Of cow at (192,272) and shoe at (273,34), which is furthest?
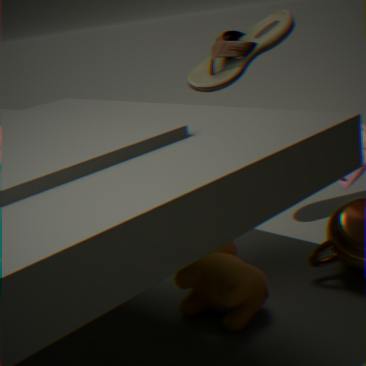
shoe at (273,34)
